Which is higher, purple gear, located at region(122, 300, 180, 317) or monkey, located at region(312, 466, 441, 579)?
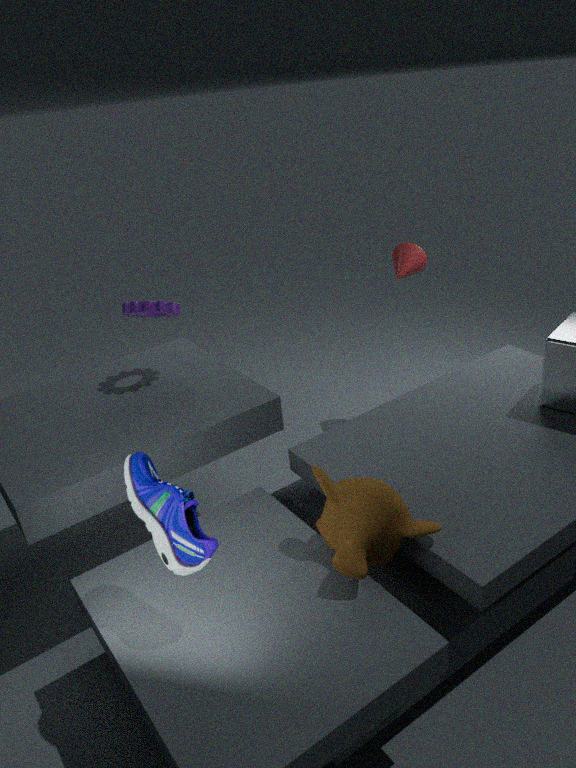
purple gear, located at region(122, 300, 180, 317)
